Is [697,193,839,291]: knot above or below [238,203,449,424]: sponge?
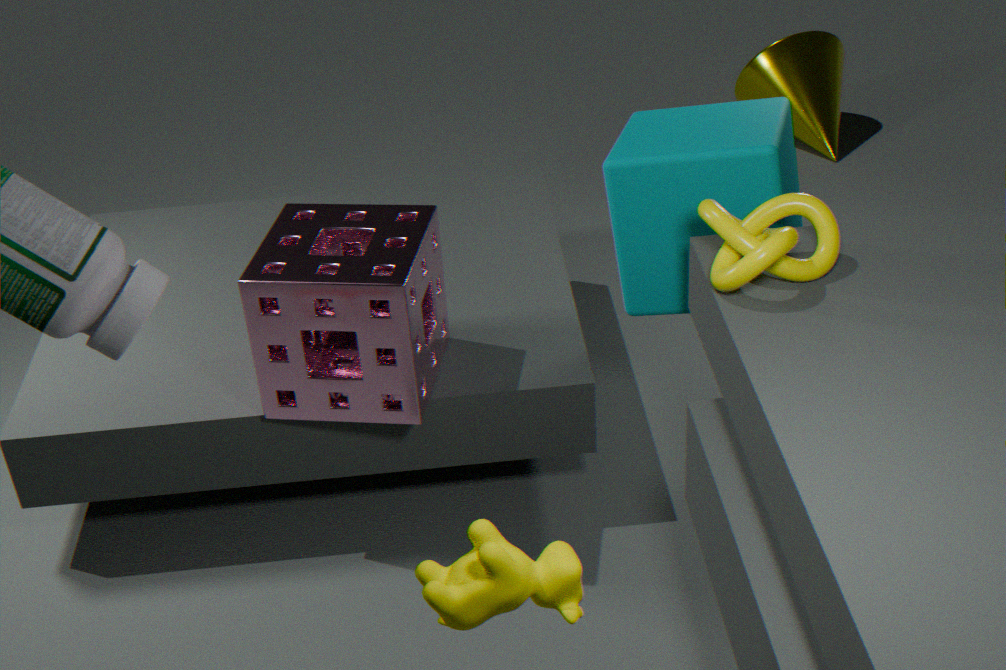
above
